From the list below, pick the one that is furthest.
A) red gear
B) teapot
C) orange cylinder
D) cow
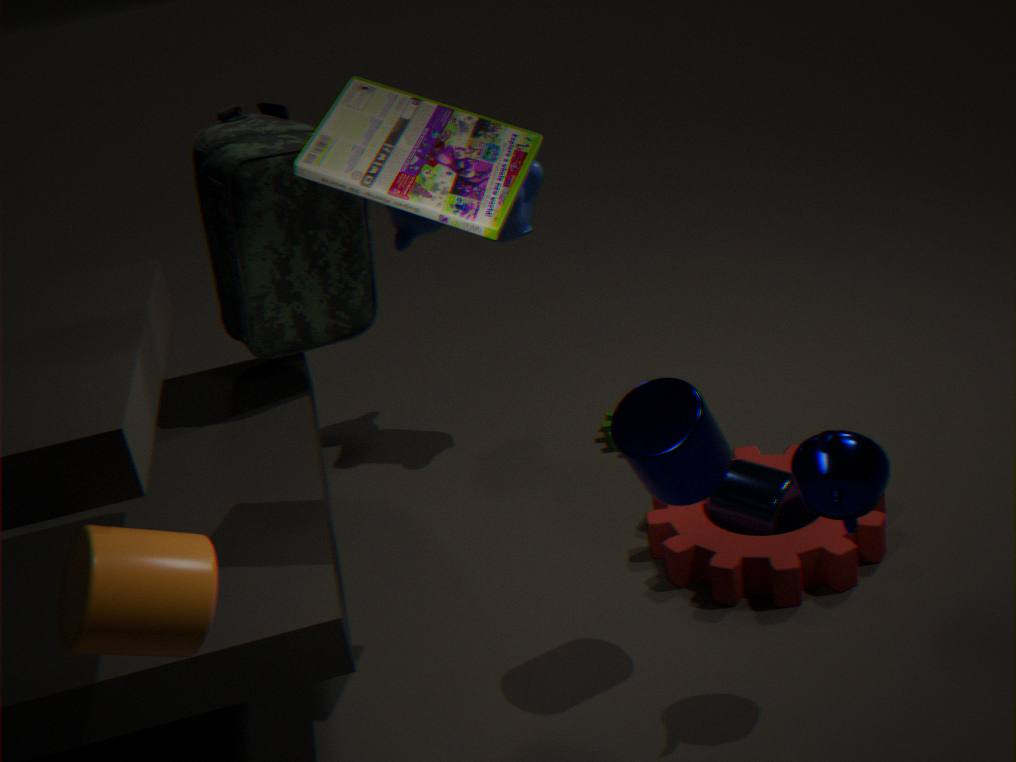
cow
